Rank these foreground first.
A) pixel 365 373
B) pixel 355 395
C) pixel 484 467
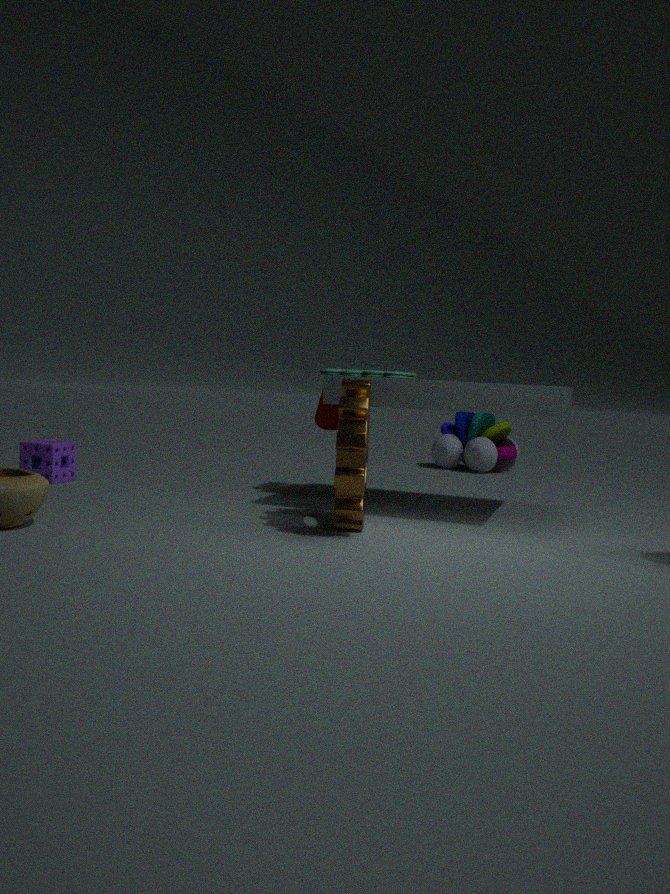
pixel 355 395 → pixel 365 373 → pixel 484 467
